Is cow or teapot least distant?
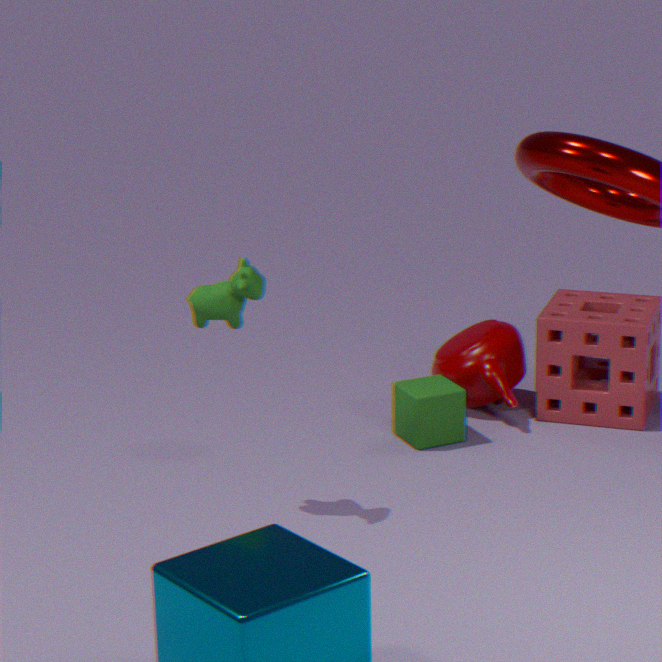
cow
